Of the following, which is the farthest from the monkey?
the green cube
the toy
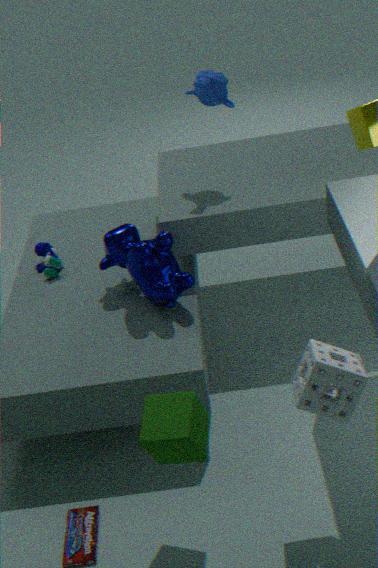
the green cube
